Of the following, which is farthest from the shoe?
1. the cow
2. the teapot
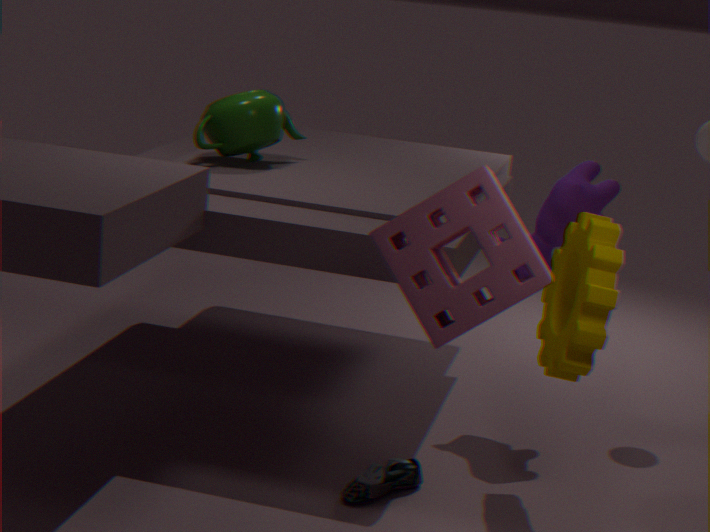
the teapot
